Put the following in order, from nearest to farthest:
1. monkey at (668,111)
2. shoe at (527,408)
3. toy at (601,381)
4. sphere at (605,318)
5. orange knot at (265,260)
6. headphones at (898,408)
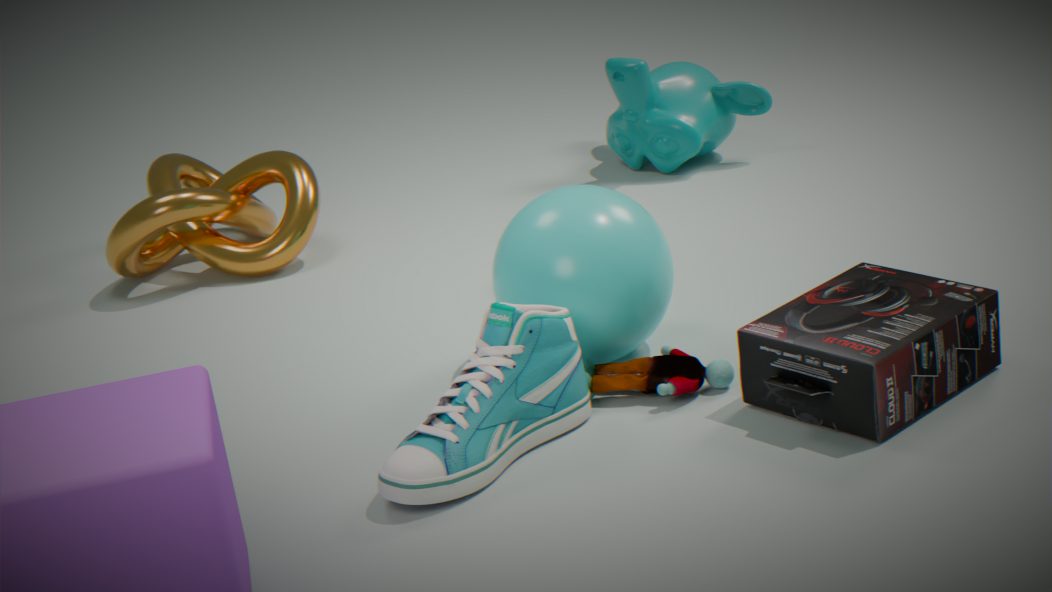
shoe at (527,408), headphones at (898,408), toy at (601,381), sphere at (605,318), orange knot at (265,260), monkey at (668,111)
